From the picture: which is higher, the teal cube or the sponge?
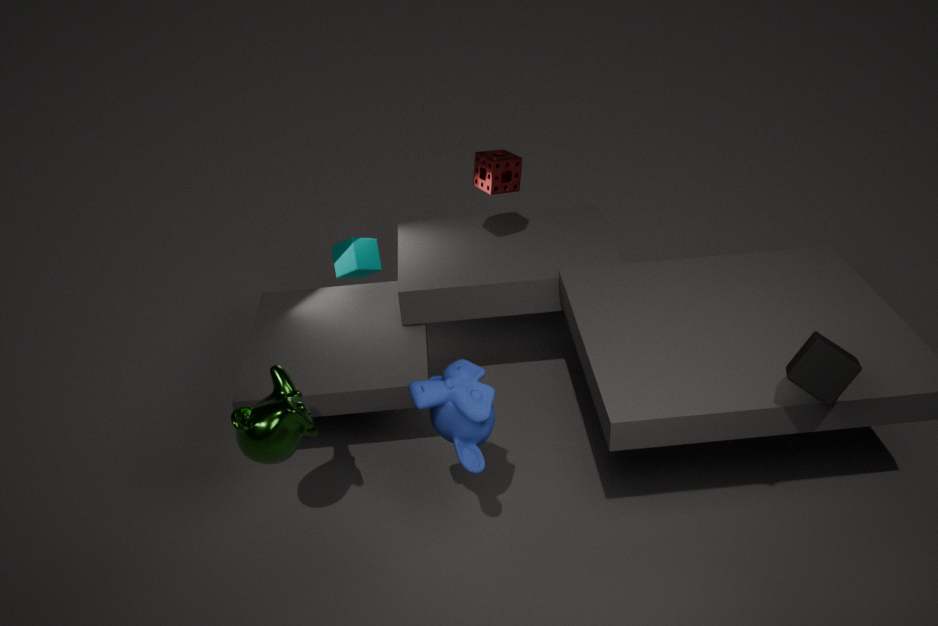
the sponge
